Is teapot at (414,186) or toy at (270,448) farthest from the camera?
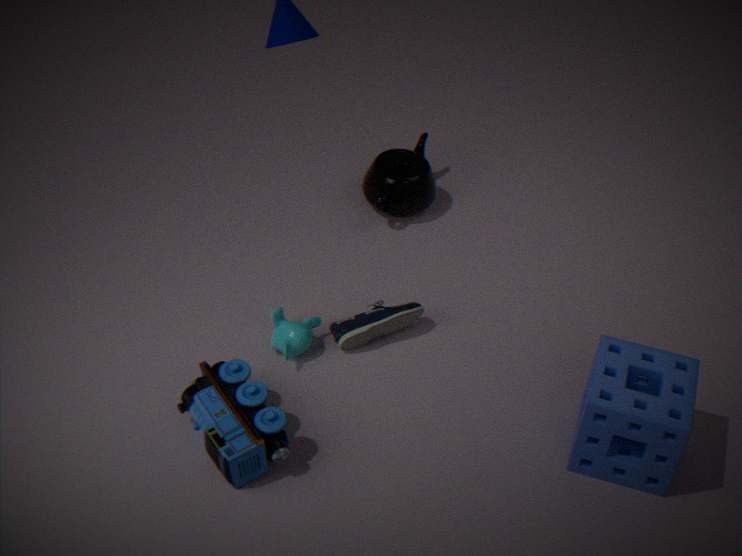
teapot at (414,186)
